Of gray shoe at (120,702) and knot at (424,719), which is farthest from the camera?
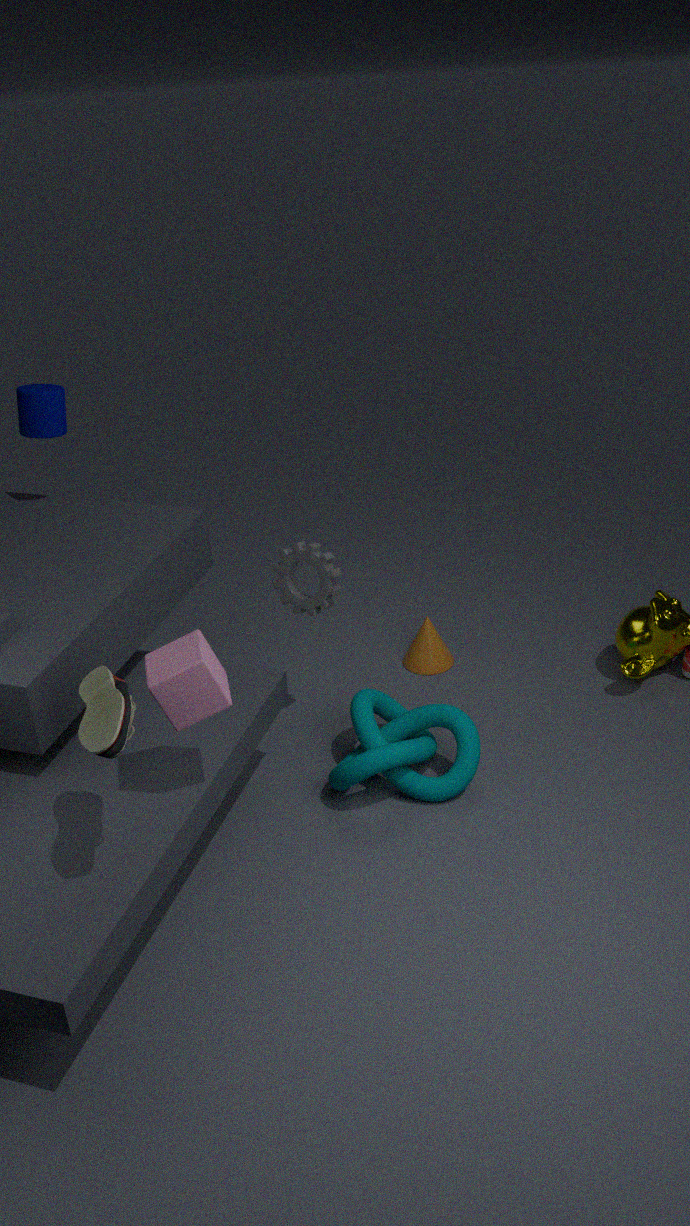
knot at (424,719)
